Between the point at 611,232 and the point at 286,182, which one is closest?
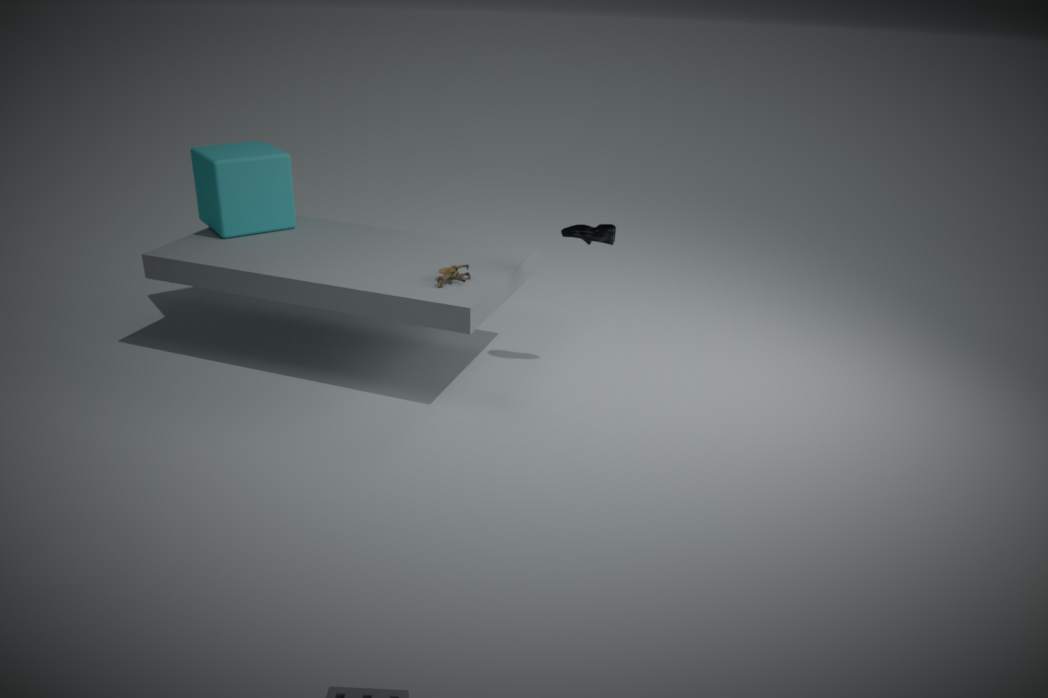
the point at 611,232
